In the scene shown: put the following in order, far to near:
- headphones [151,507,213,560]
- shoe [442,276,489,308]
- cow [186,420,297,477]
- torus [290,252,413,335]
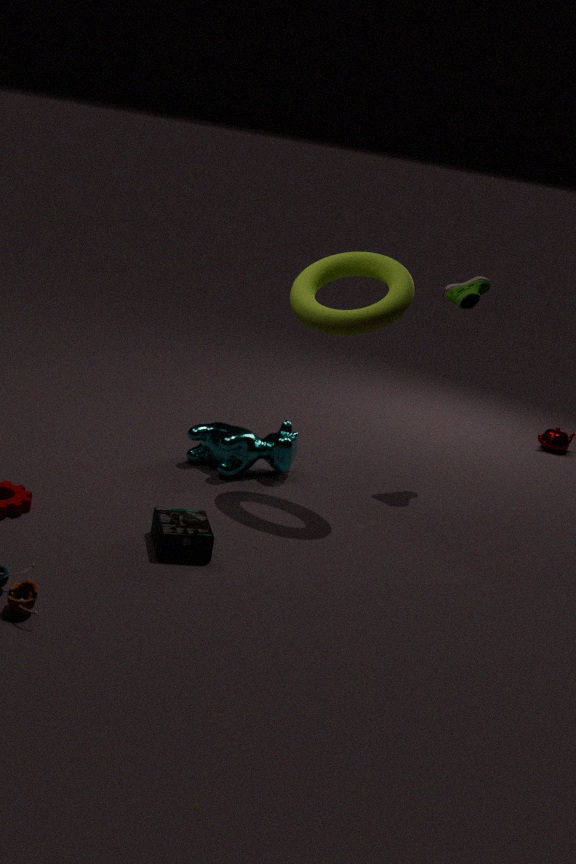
shoe [442,276,489,308] → cow [186,420,297,477] → torus [290,252,413,335] → headphones [151,507,213,560]
